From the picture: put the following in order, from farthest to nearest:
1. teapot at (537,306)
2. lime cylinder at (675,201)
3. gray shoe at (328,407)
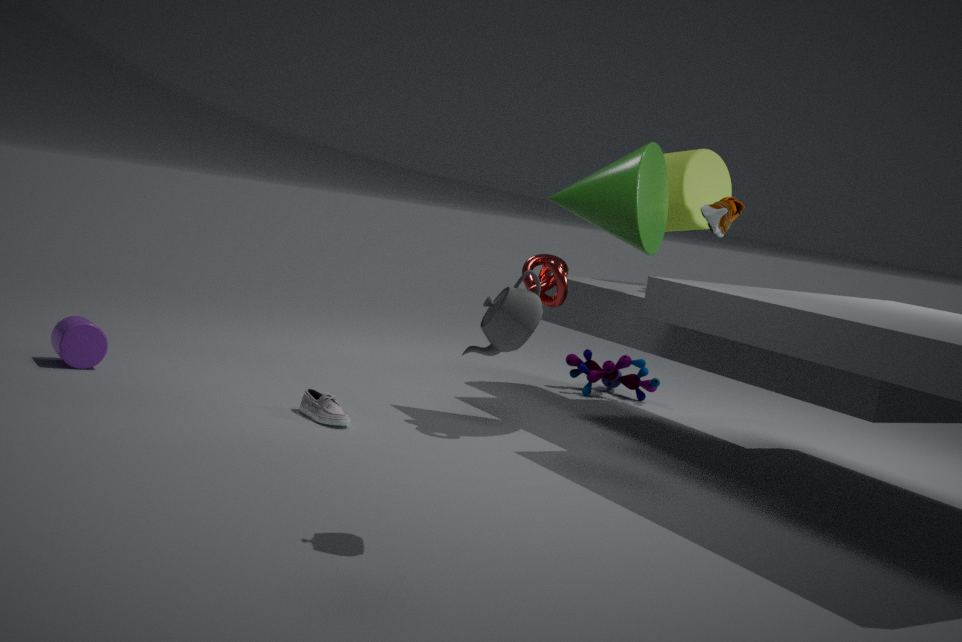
lime cylinder at (675,201) → gray shoe at (328,407) → teapot at (537,306)
